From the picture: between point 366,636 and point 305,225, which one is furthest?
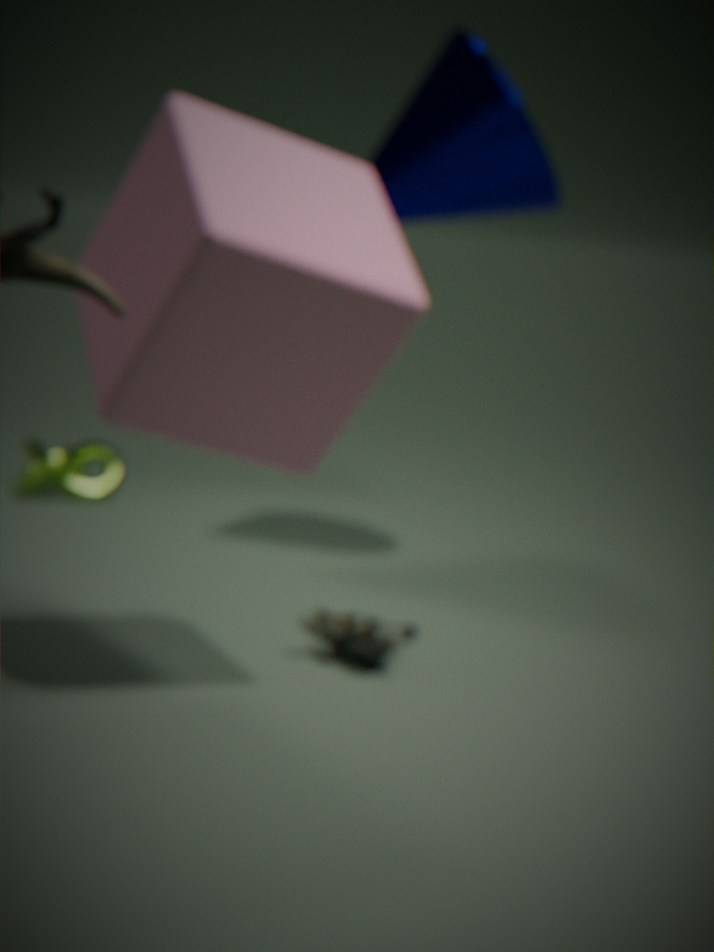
point 366,636
